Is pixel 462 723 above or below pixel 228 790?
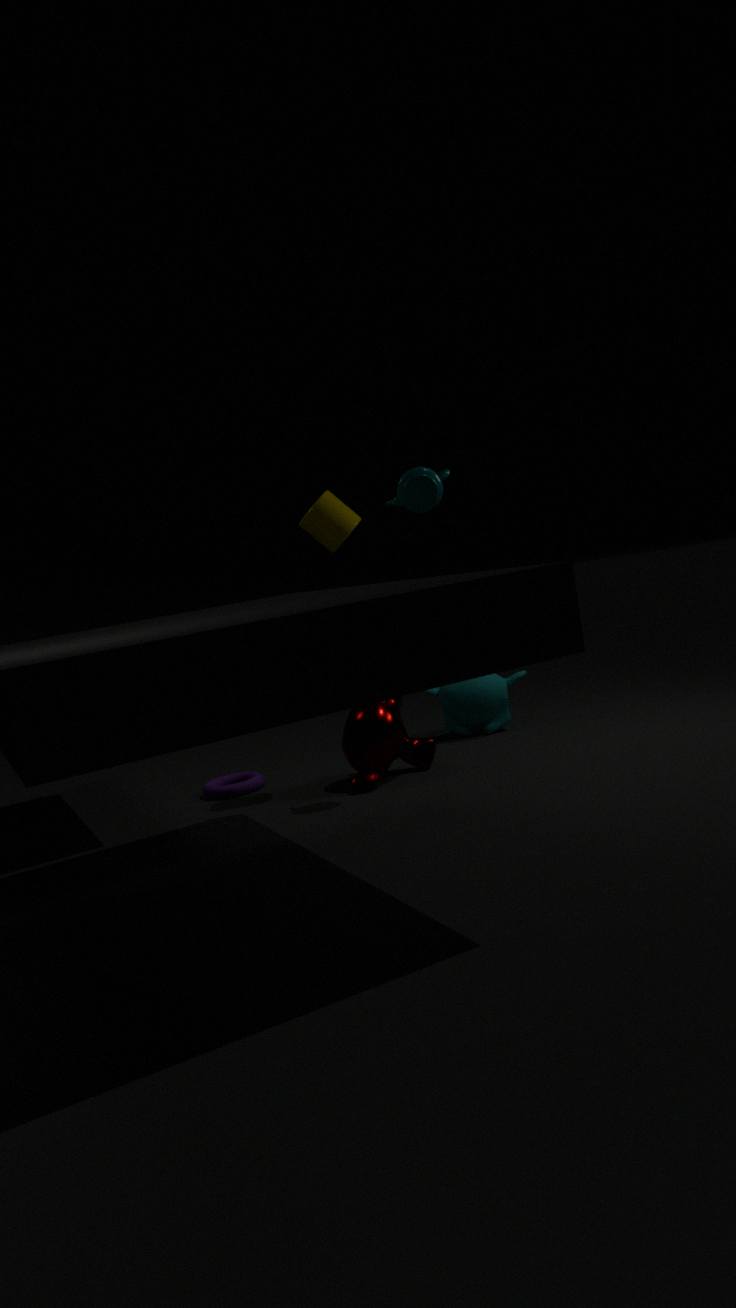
above
